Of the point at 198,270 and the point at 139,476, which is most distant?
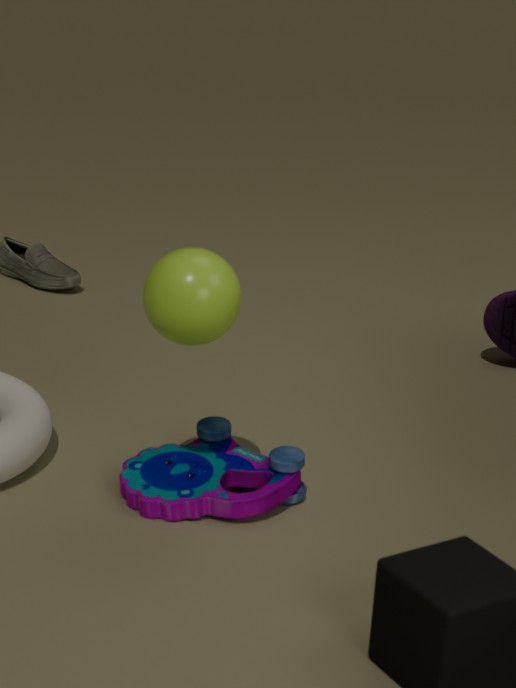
the point at 139,476
